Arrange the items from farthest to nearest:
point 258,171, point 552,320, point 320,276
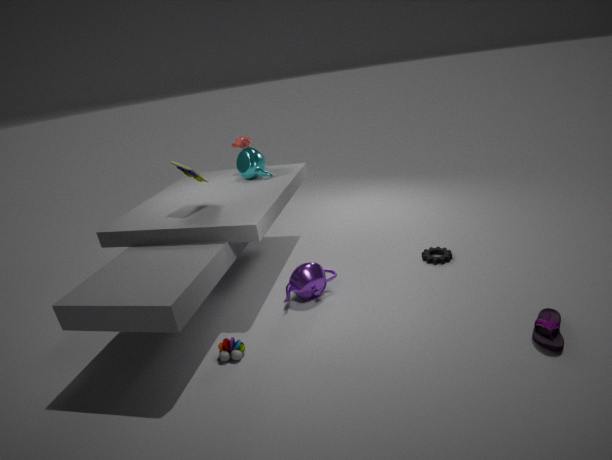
point 258,171 < point 320,276 < point 552,320
